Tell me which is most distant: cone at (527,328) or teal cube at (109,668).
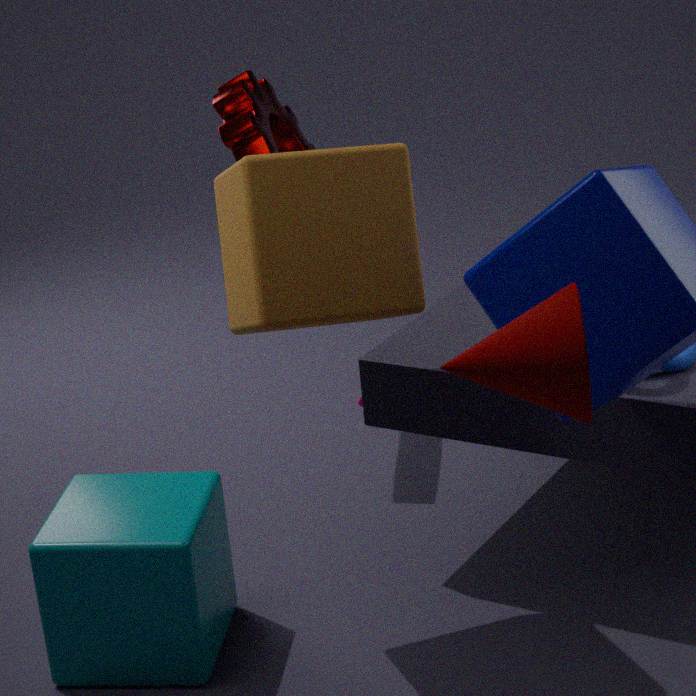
teal cube at (109,668)
